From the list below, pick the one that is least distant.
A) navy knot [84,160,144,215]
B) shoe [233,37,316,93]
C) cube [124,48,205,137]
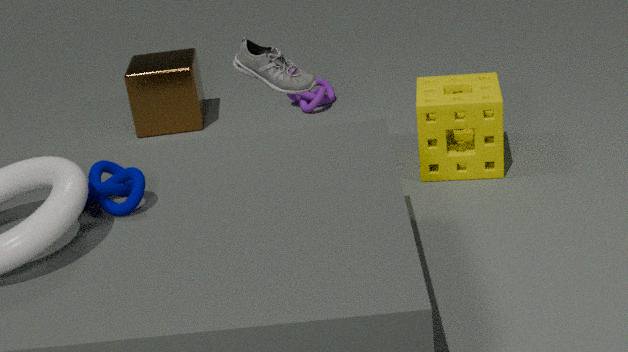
navy knot [84,160,144,215]
